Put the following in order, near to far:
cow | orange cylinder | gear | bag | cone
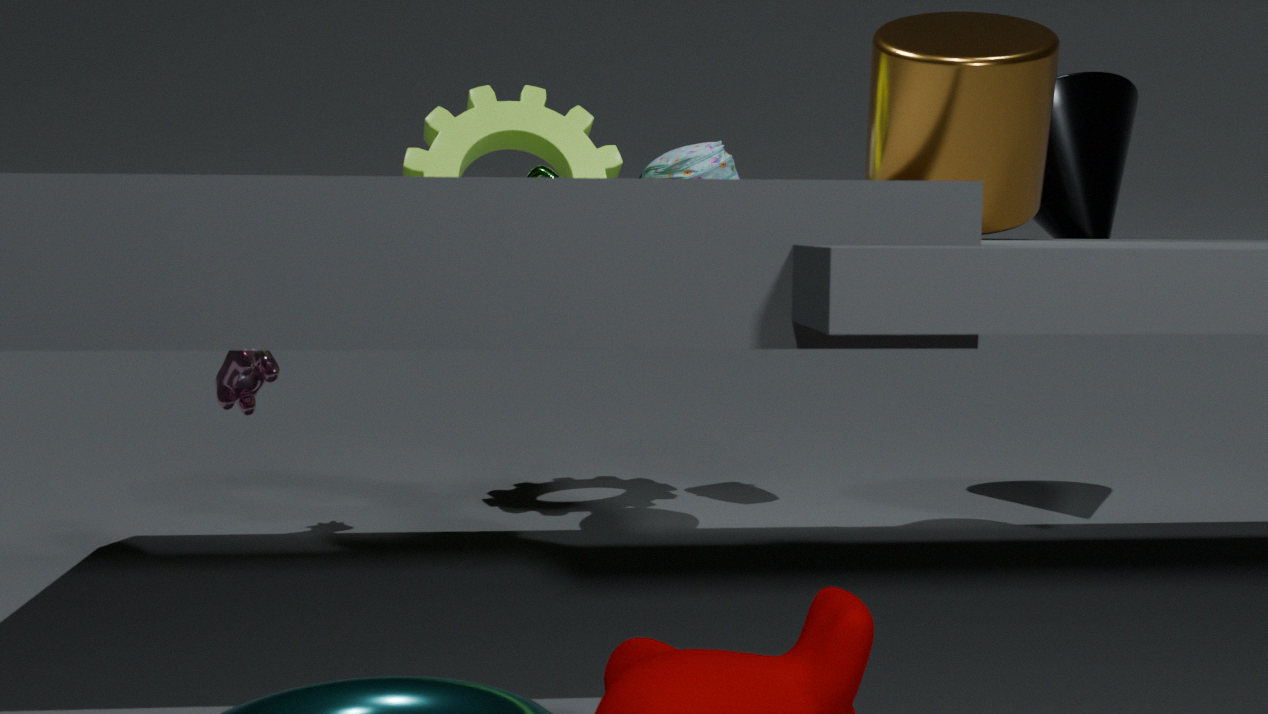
orange cylinder < cow < cone < bag < gear
